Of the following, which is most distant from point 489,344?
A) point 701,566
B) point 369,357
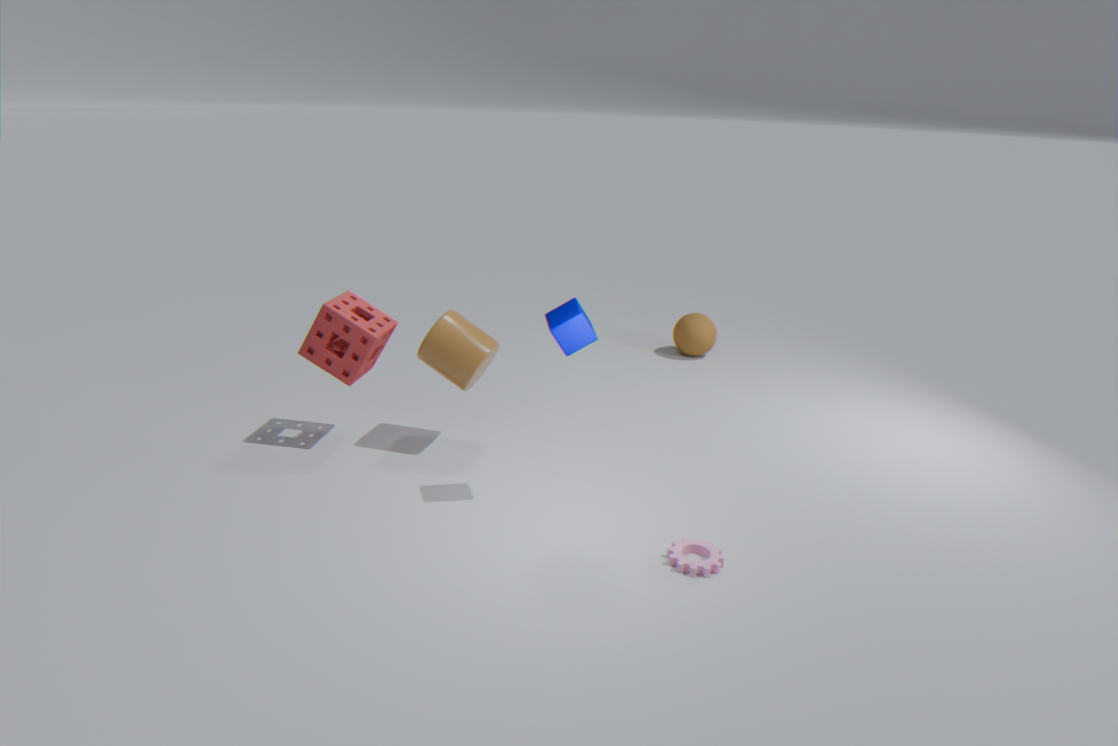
point 701,566
